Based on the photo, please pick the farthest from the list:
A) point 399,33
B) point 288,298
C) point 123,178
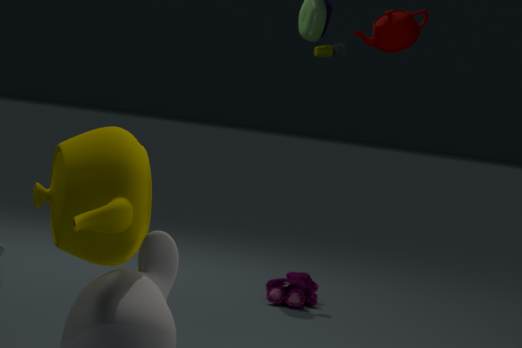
point 288,298
